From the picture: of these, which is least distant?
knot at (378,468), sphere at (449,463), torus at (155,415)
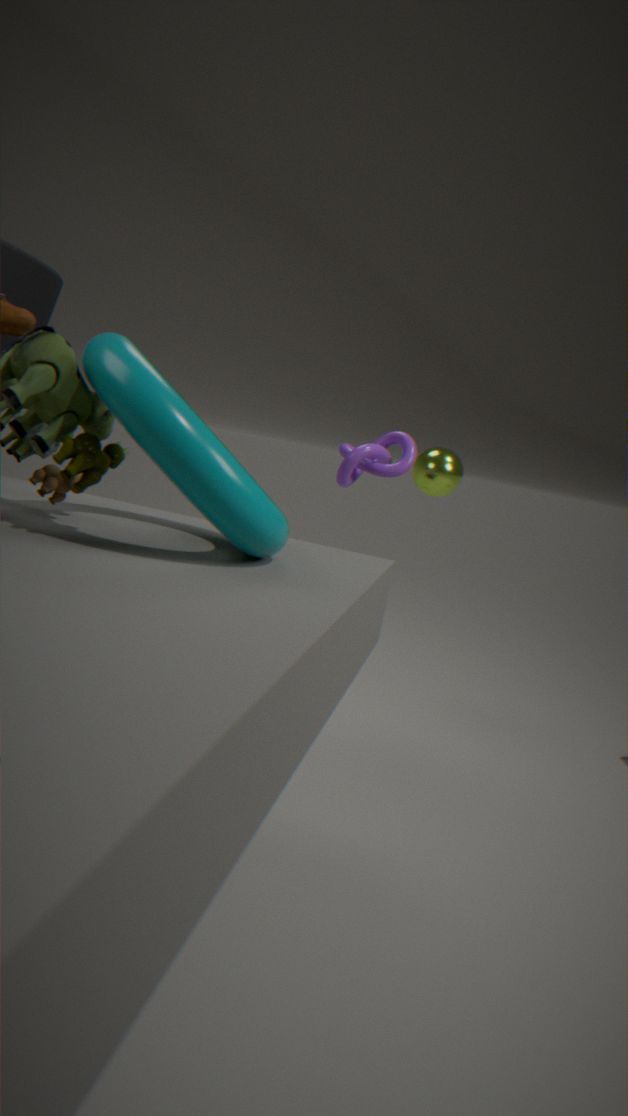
torus at (155,415)
